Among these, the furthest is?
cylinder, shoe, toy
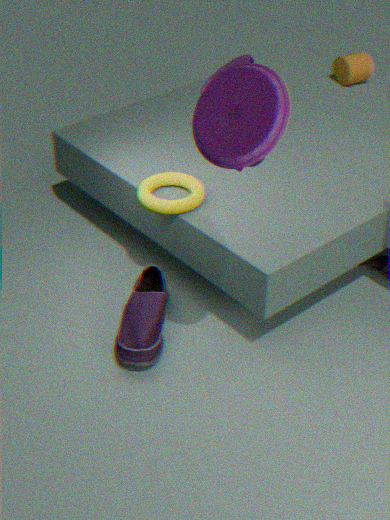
cylinder
